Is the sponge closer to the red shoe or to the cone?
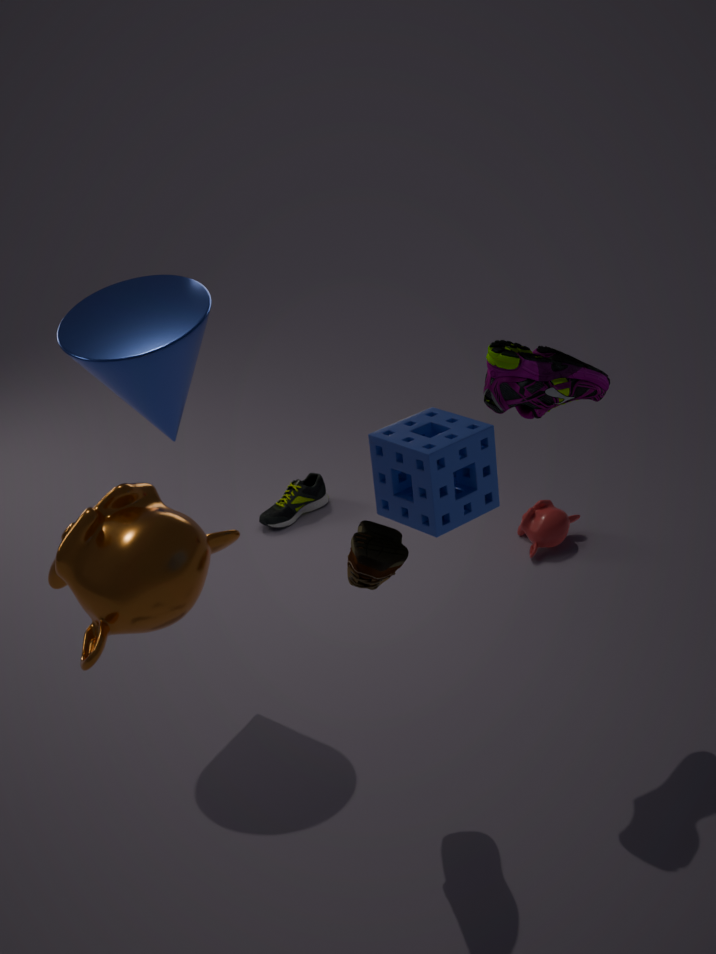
the red shoe
